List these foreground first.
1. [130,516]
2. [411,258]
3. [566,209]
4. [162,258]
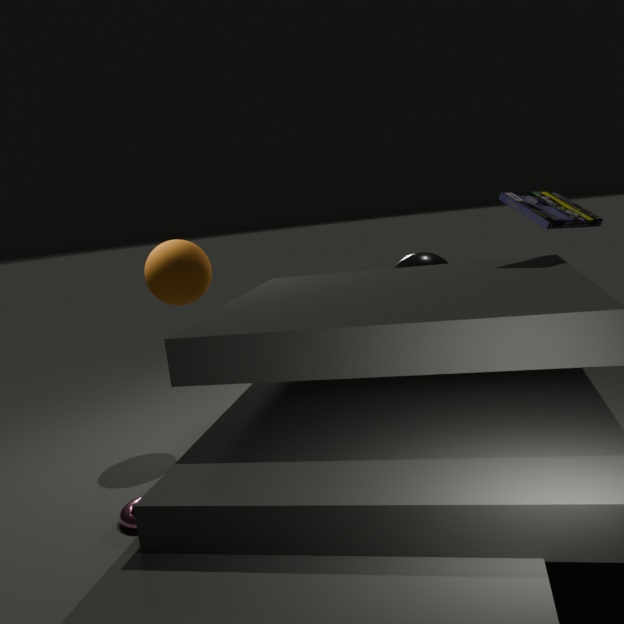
[130,516], [566,209], [411,258], [162,258]
